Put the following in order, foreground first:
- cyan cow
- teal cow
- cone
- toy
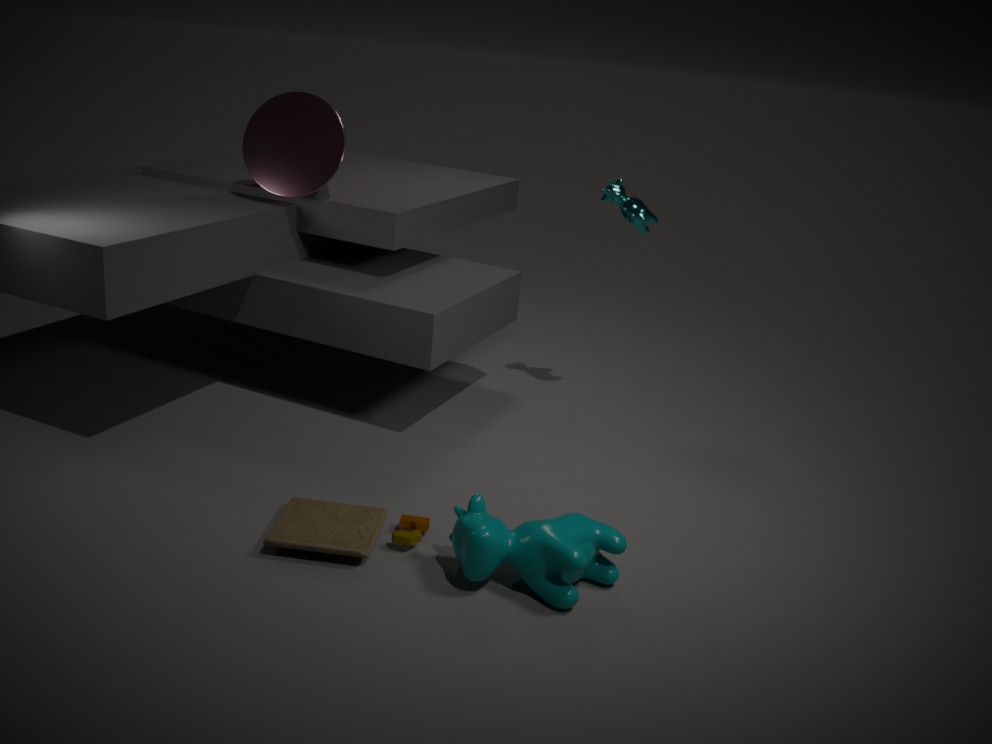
teal cow
toy
cone
cyan cow
